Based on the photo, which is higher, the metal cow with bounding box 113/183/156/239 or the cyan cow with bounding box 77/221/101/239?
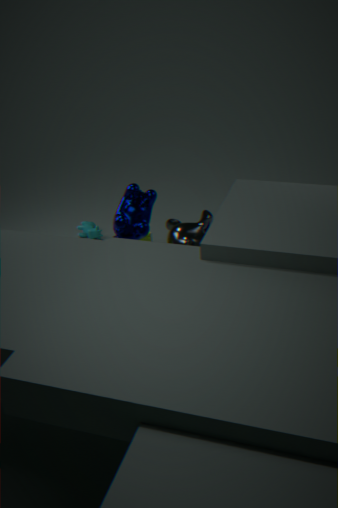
the metal cow with bounding box 113/183/156/239
